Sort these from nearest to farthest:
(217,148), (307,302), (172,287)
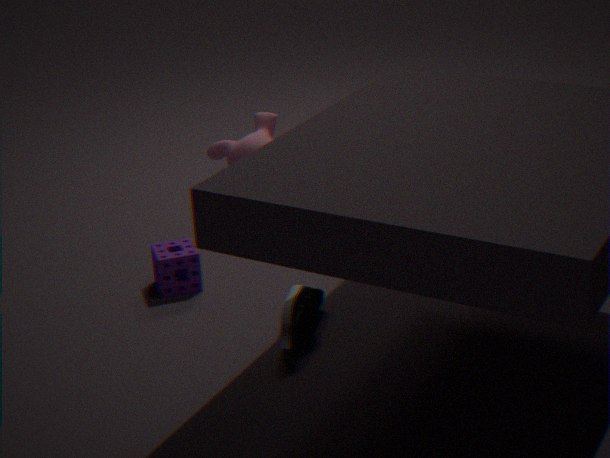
(307,302) < (172,287) < (217,148)
